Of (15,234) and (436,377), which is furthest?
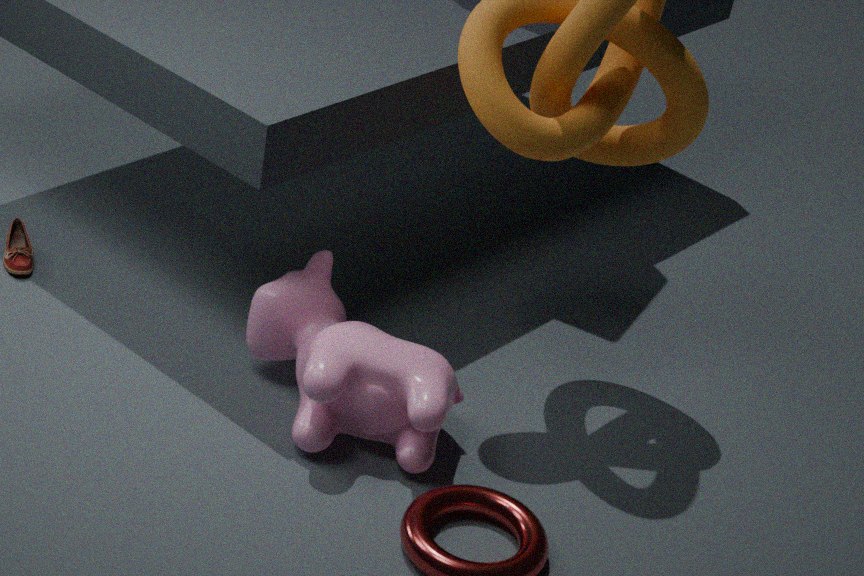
A: (15,234)
